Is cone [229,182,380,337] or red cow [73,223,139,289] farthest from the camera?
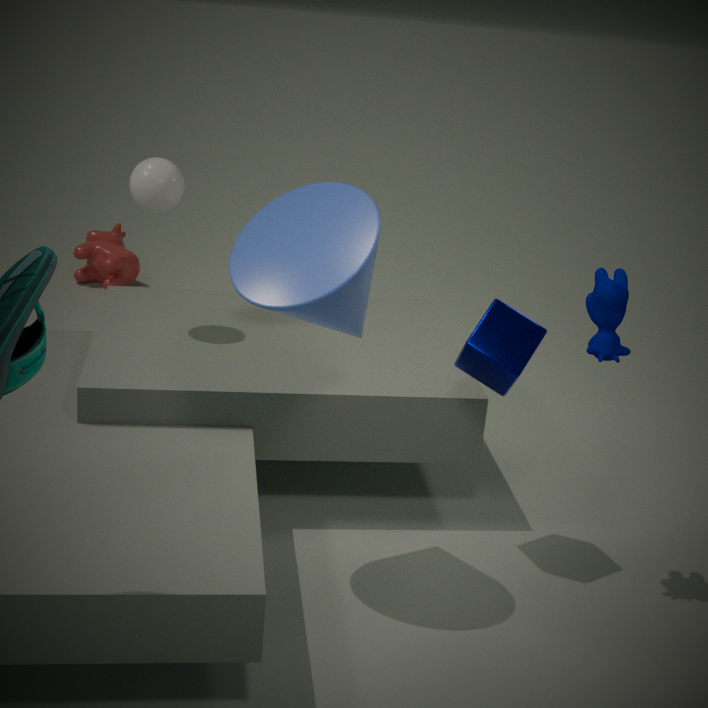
red cow [73,223,139,289]
